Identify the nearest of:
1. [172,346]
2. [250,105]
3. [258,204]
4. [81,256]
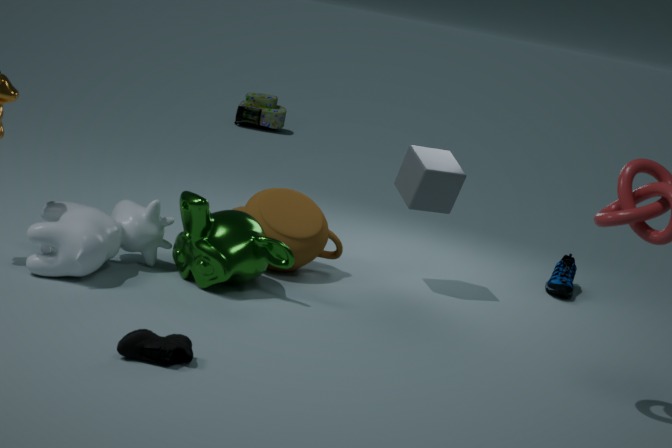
[172,346]
